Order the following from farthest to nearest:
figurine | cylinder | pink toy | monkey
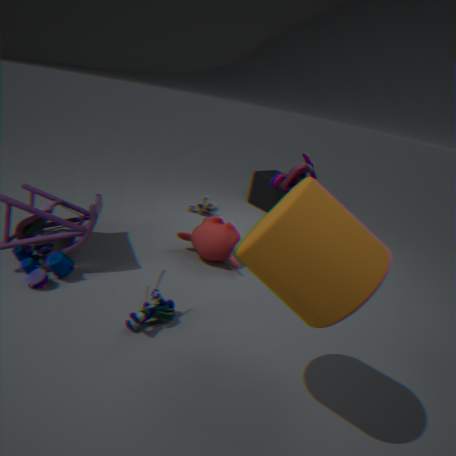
pink toy → monkey → figurine → cylinder
